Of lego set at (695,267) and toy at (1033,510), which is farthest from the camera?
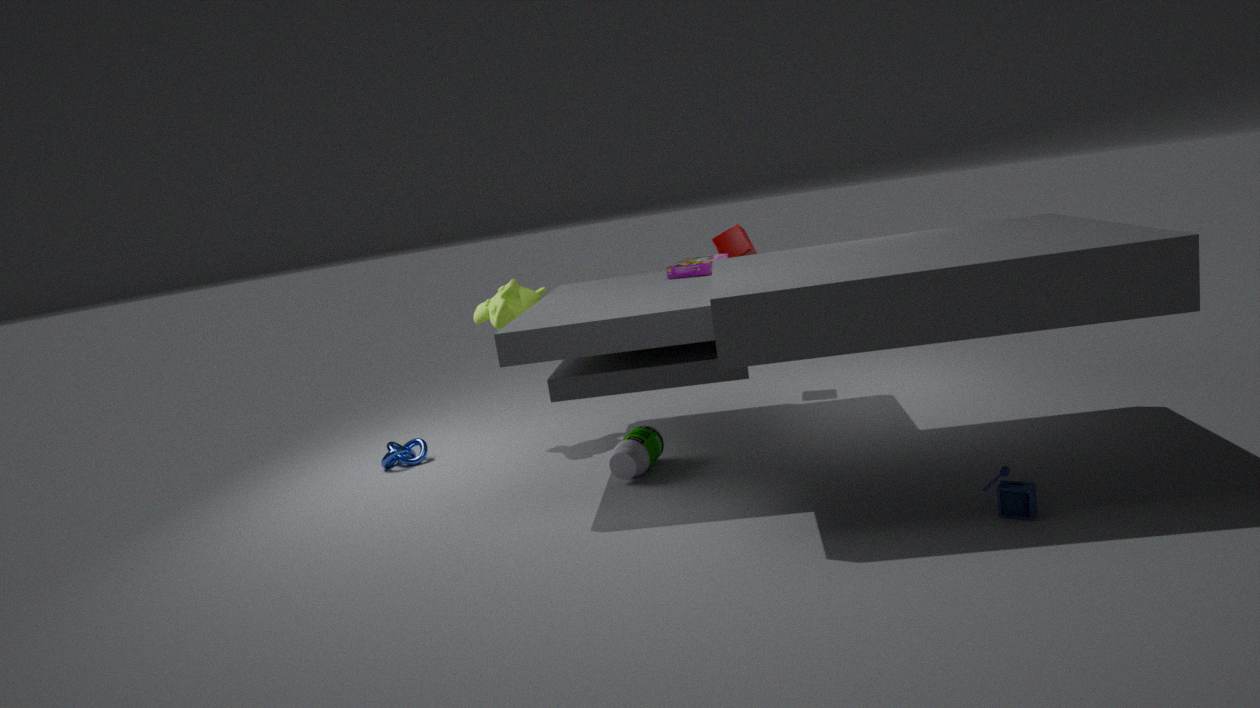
lego set at (695,267)
